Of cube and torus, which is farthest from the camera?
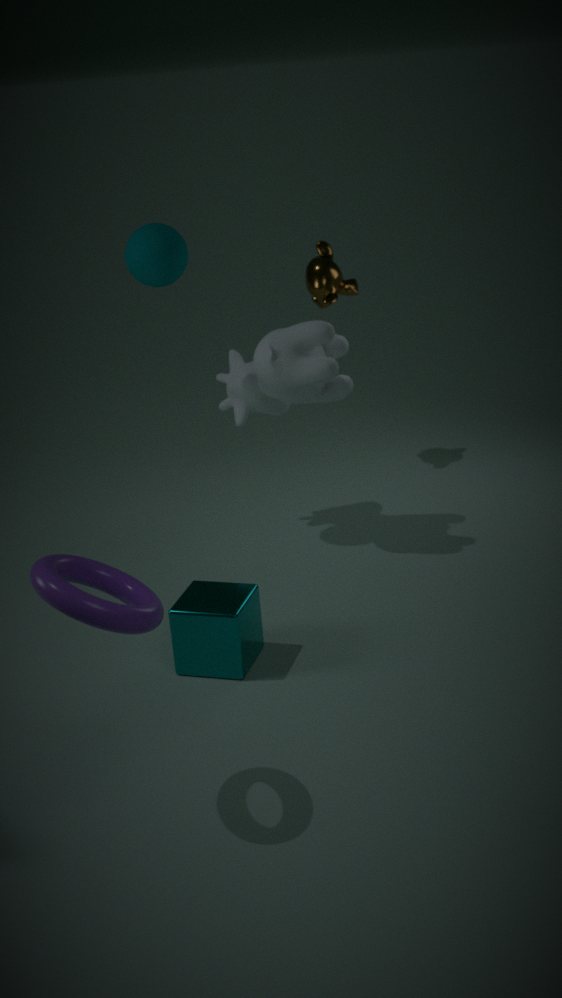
cube
